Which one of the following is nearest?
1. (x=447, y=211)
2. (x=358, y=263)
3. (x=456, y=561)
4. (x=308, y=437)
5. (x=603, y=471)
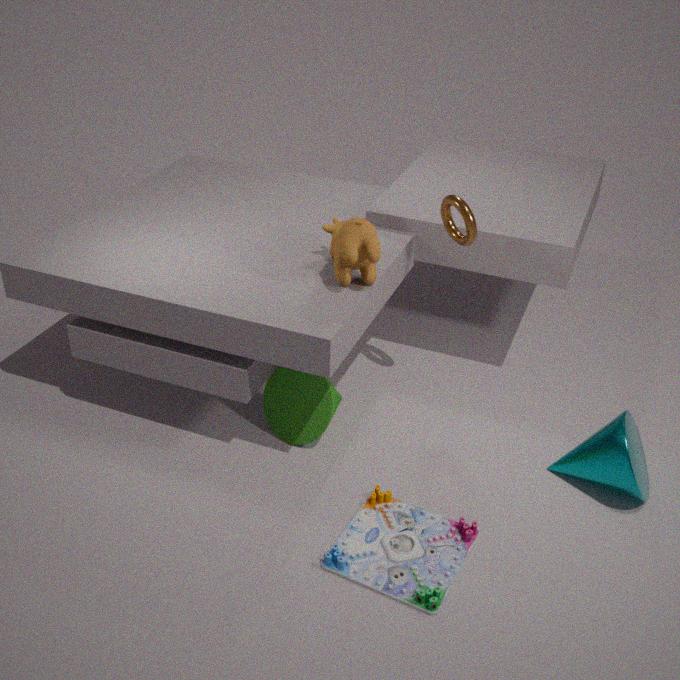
(x=456, y=561)
